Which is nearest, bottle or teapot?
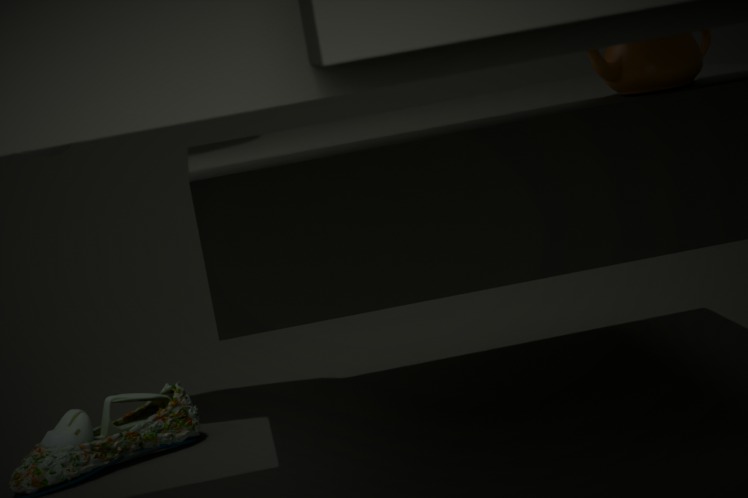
teapot
